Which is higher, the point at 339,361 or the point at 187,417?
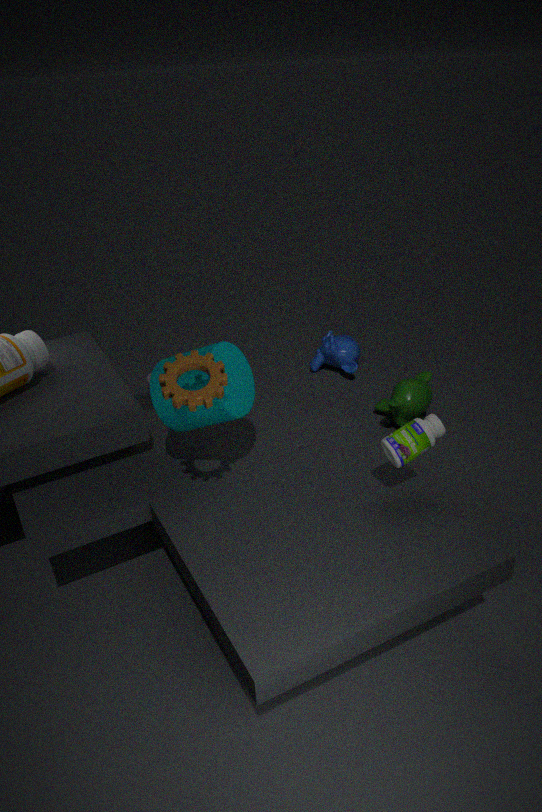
the point at 187,417
